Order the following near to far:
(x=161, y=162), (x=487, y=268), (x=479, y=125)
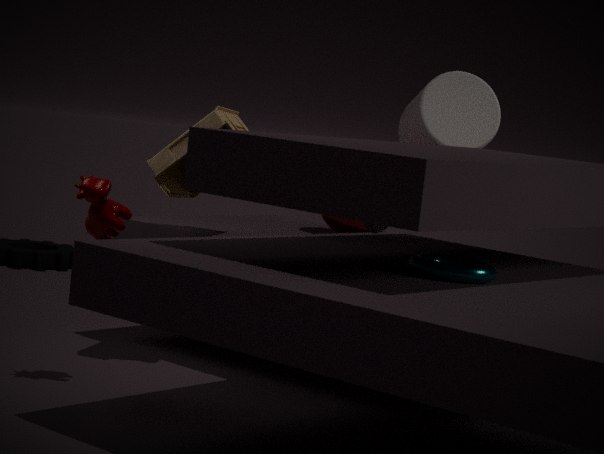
(x=487, y=268), (x=161, y=162), (x=479, y=125)
